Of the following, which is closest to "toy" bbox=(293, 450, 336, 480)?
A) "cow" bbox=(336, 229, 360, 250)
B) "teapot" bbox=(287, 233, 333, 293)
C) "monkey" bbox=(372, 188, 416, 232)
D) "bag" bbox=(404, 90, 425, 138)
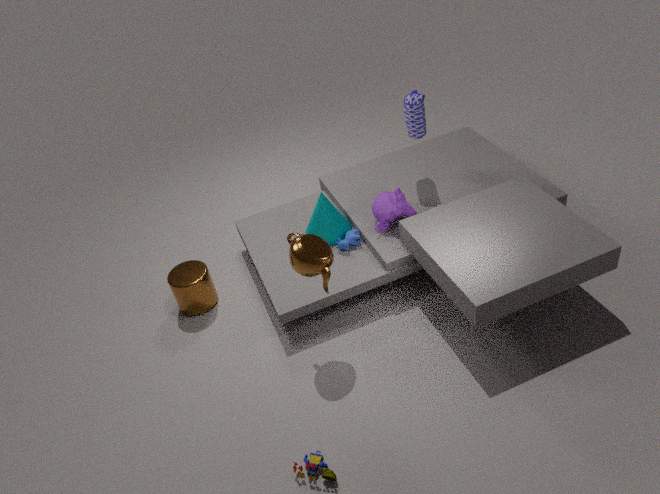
"teapot" bbox=(287, 233, 333, 293)
